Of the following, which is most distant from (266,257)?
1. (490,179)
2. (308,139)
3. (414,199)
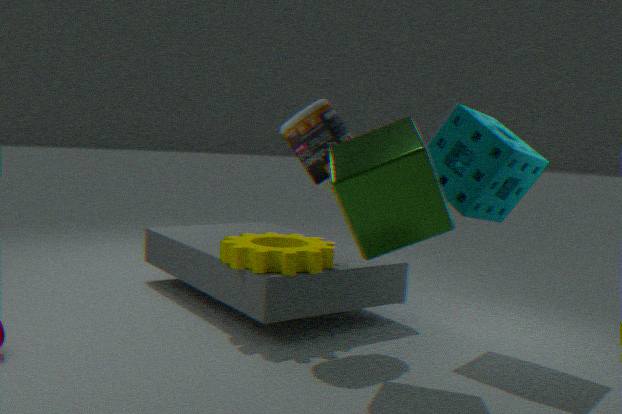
(490,179)
